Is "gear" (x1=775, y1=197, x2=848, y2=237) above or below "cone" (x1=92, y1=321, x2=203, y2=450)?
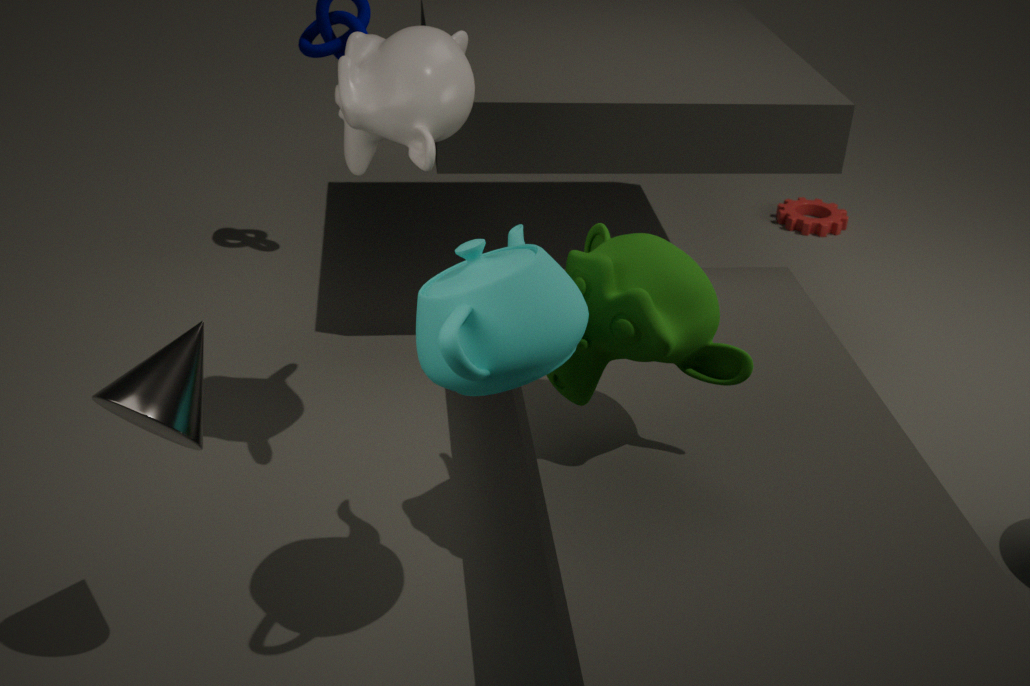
below
